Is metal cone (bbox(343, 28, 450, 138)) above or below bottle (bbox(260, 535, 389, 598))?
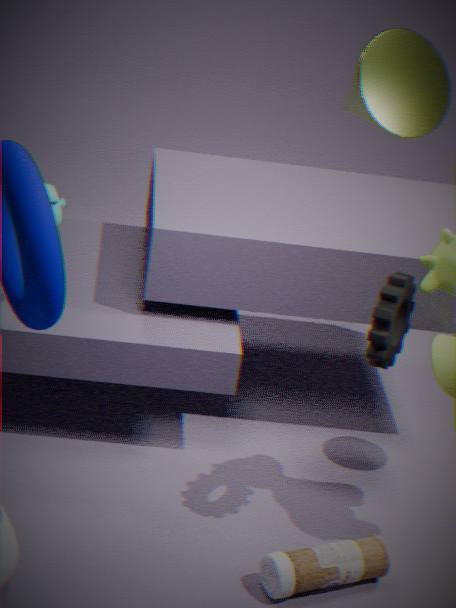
above
